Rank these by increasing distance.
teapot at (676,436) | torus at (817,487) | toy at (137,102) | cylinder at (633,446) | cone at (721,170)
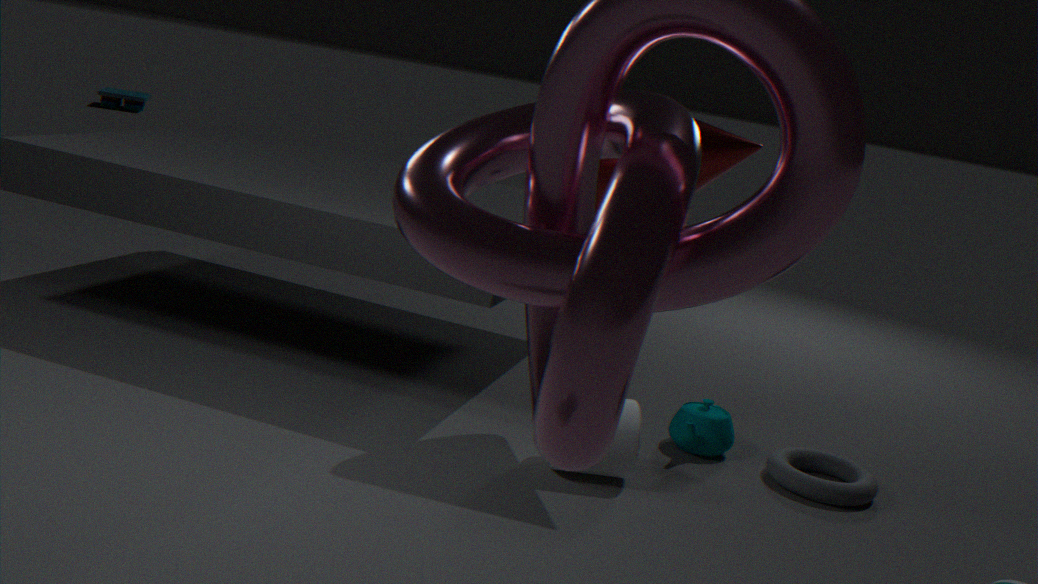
cylinder at (633,446) → cone at (721,170) → torus at (817,487) → teapot at (676,436) → toy at (137,102)
